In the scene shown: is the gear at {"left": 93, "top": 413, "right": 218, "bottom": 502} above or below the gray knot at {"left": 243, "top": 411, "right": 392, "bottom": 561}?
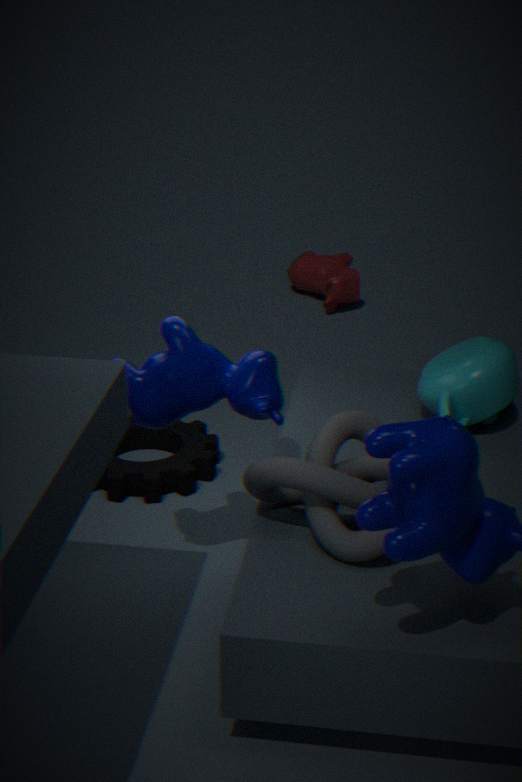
below
